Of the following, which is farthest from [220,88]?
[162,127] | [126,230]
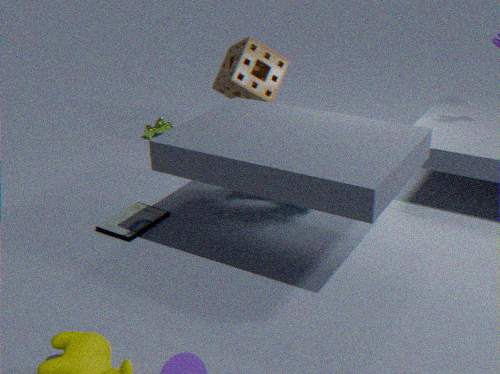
[126,230]
